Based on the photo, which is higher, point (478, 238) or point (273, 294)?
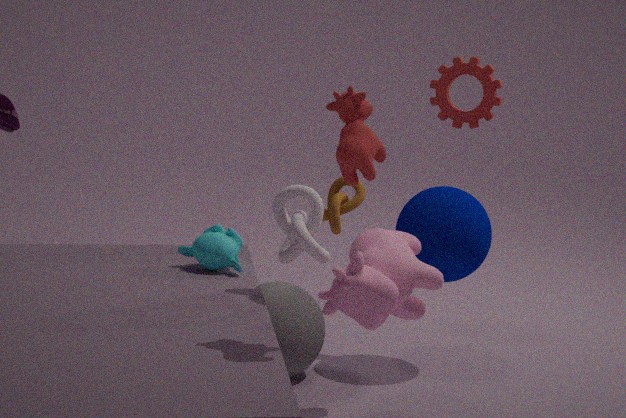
point (478, 238)
